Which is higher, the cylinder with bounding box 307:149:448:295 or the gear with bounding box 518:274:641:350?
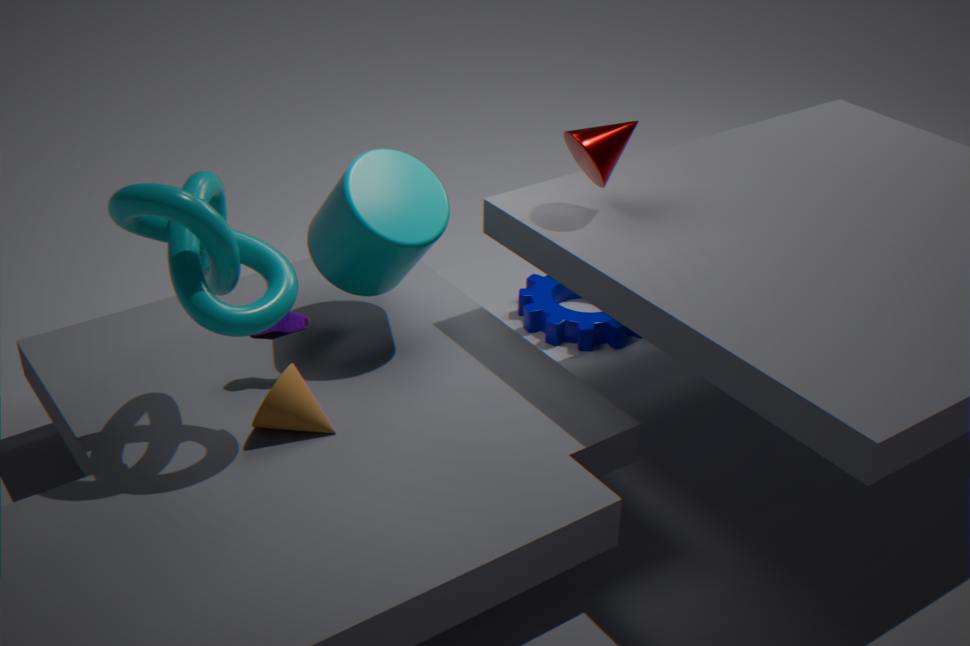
the cylinder with bounding box 307:149:448:295
